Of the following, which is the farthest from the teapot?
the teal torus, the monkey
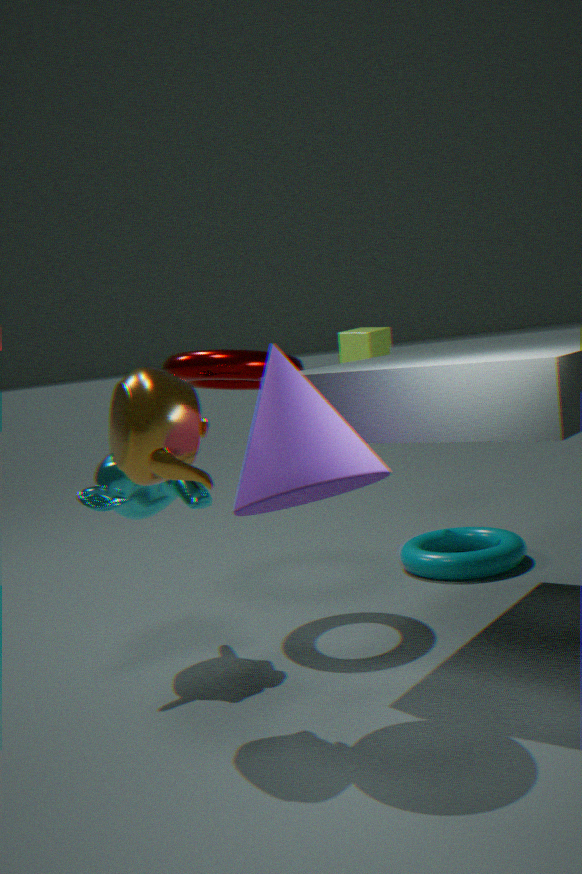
the teal torus
